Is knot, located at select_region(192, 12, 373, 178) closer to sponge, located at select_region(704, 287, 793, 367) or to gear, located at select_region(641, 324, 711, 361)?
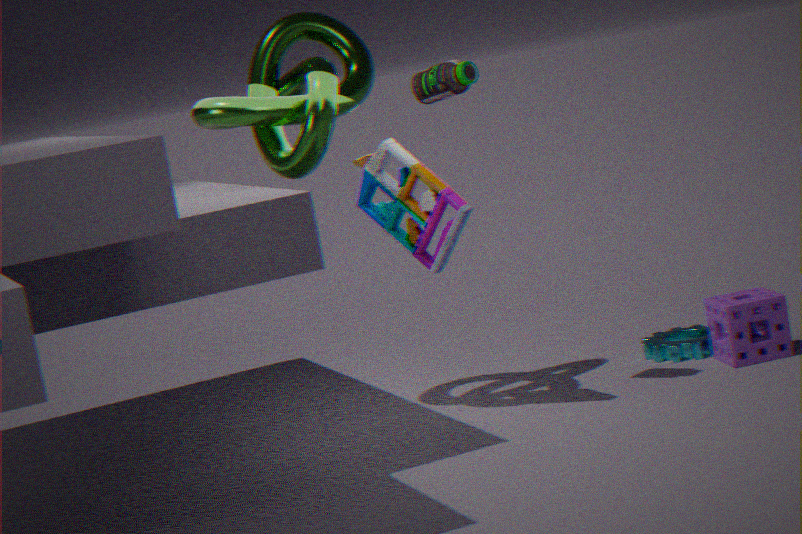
gear, located at select_region(641, 324, 711, 361)
